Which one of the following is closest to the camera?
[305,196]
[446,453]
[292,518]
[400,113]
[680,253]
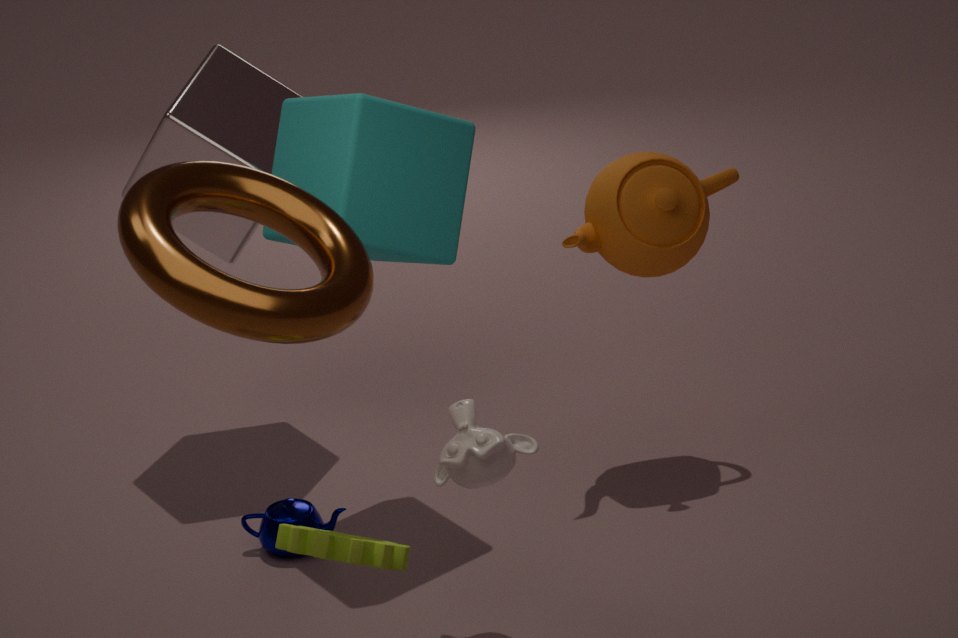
[305,196]
